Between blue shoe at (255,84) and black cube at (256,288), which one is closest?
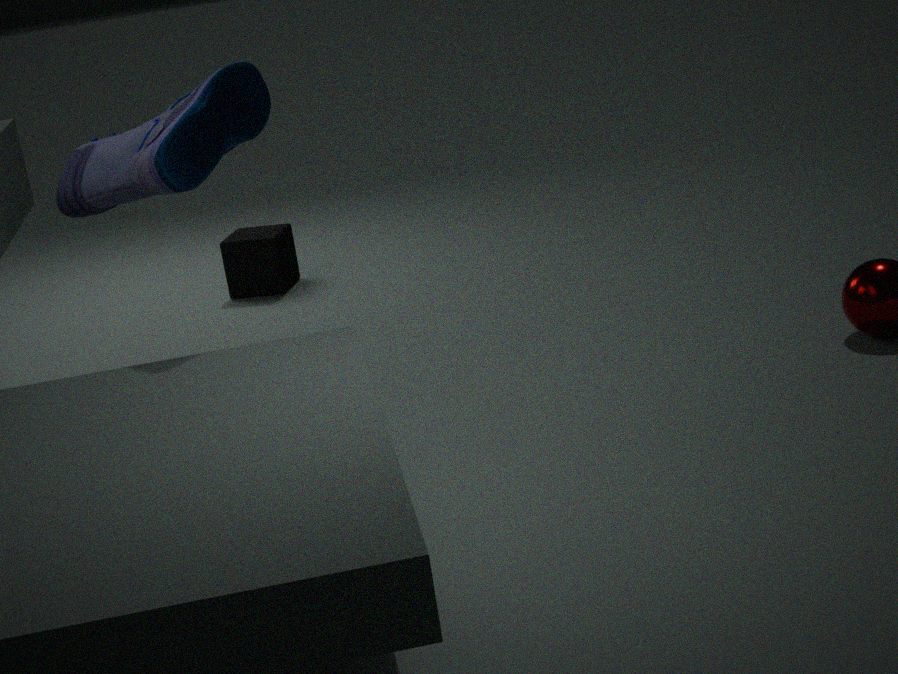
blue shoe at (255,84)
